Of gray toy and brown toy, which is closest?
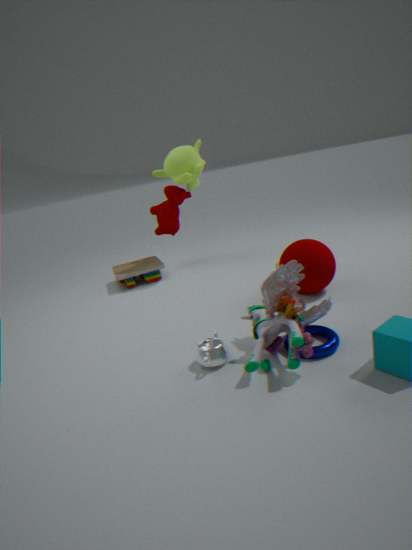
gray toy
